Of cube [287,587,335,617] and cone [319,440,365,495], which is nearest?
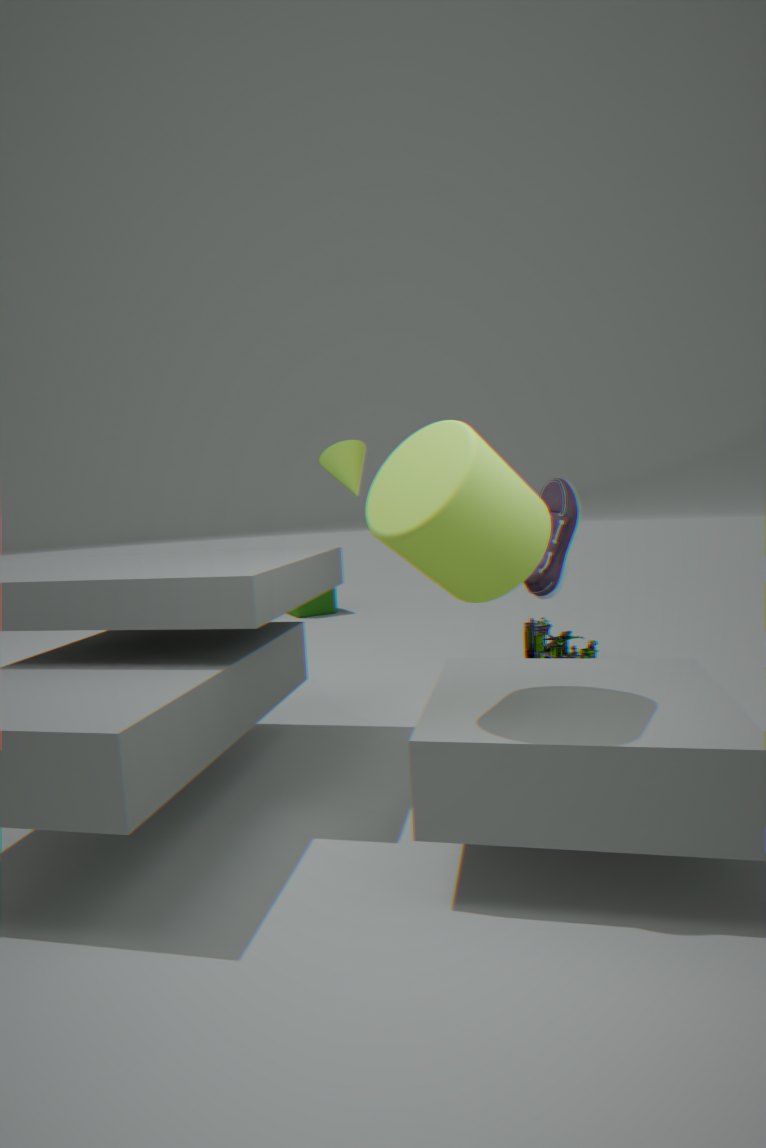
cone [319,440,365,495]
